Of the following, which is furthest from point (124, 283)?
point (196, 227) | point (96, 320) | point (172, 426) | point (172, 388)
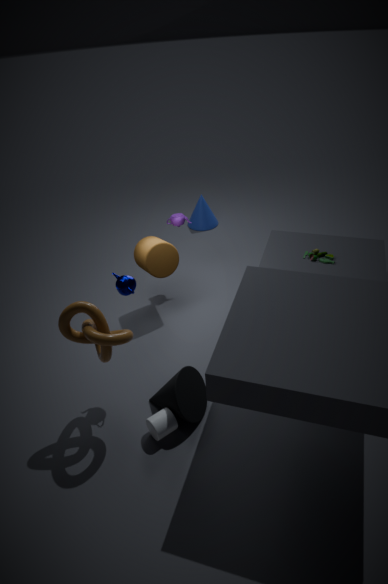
point (196, 227)
